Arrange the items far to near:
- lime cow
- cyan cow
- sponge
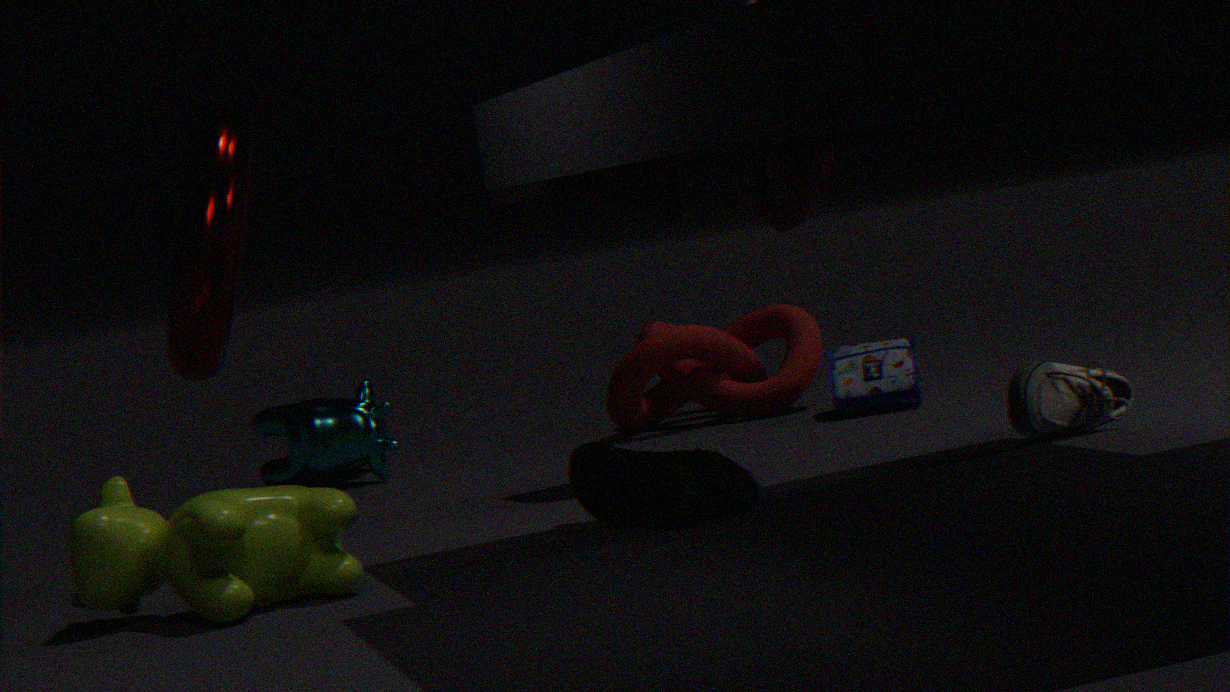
cyan cow, sponge, lime cow
